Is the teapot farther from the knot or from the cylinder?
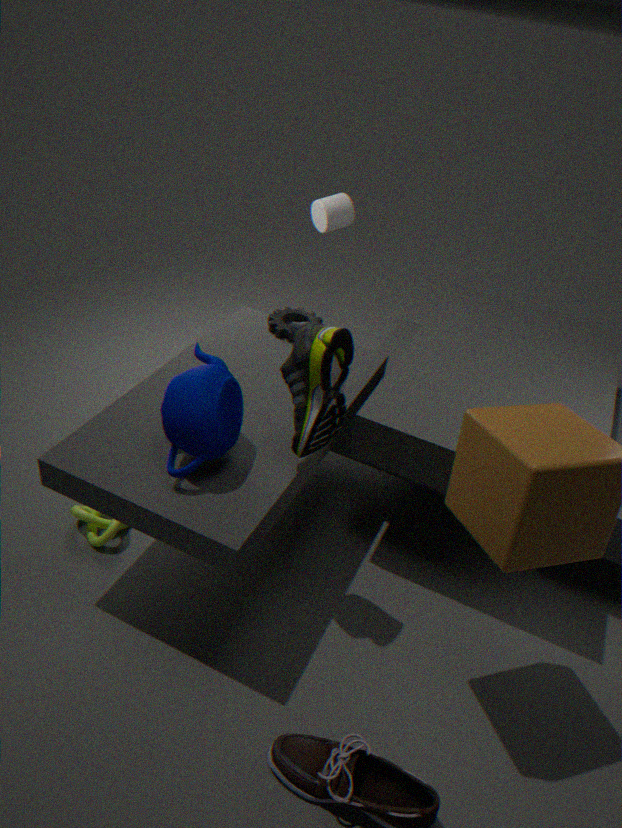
the cylinder
